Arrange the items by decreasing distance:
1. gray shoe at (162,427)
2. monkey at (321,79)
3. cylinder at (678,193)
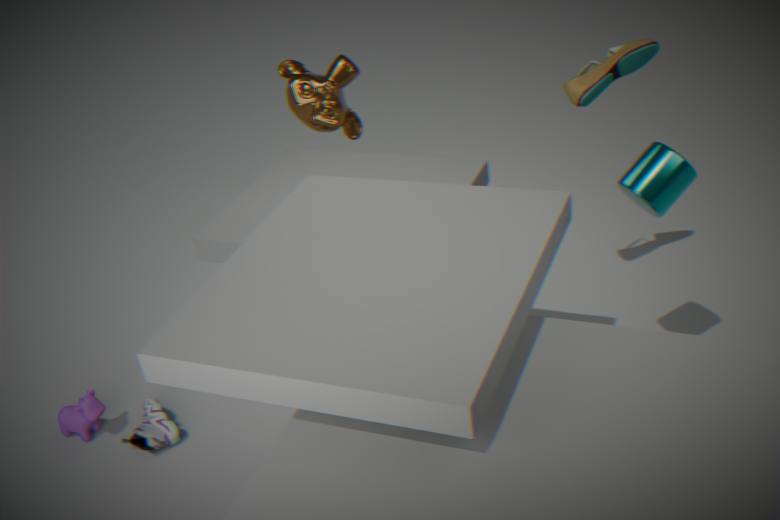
monkey at (321,79), gray shoe at (162,427), cylinder at (678,193)
